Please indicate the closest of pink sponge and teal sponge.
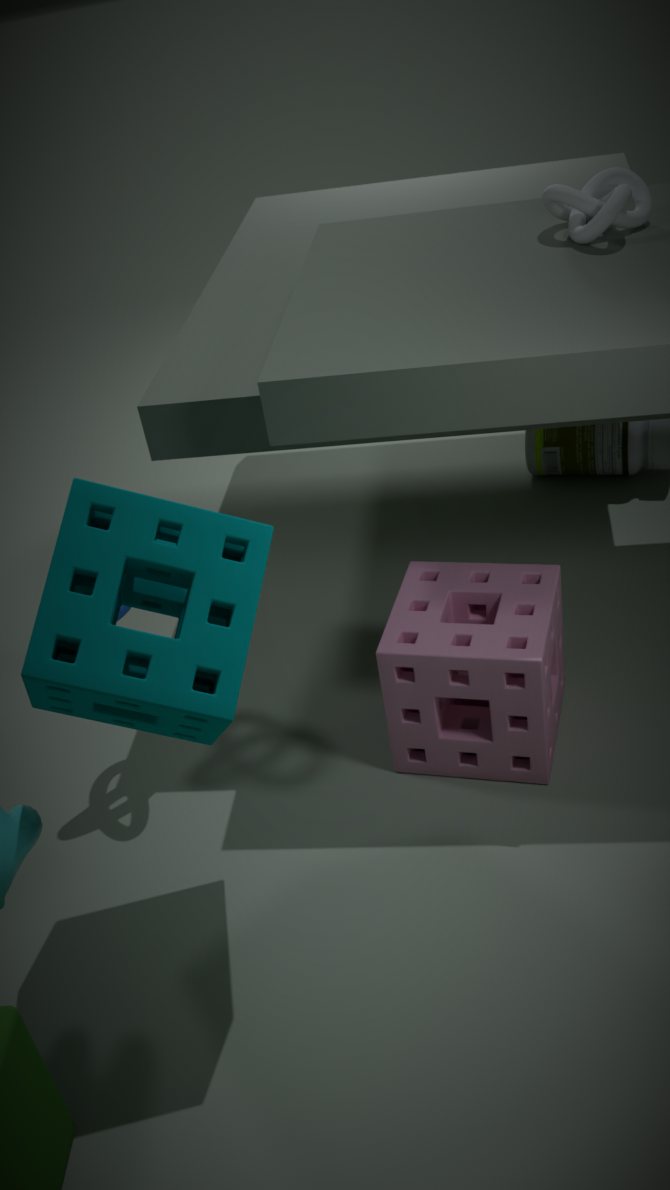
teal sponge
